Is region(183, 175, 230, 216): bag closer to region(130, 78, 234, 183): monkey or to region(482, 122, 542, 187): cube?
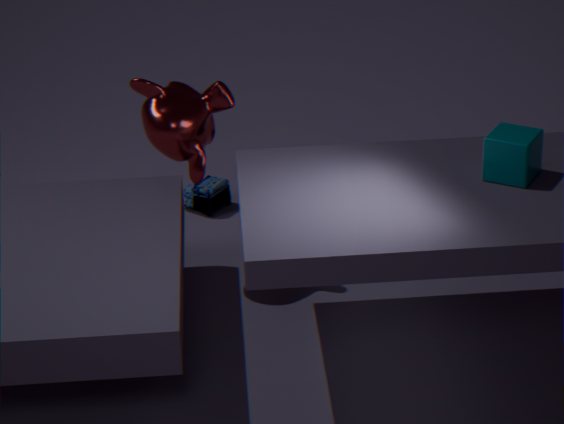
region(130, 78, 234, 183): monkey
